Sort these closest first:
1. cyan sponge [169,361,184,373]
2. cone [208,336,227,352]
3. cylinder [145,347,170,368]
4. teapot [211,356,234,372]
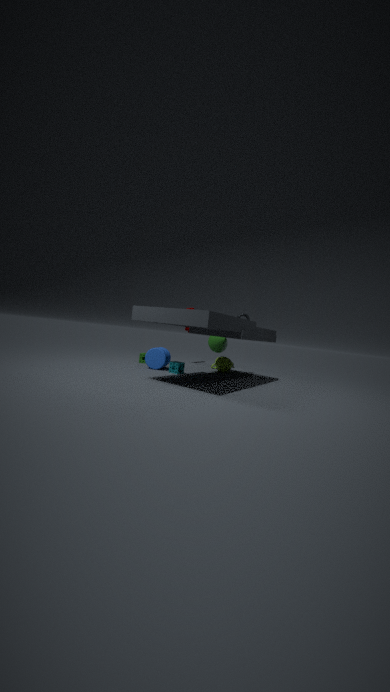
1. cyan sponge [169,361,184,373]
2. cylinder [145,347,170,368]
3. teapot [211,356,234,372]
4. cone [208,336,227,352]
